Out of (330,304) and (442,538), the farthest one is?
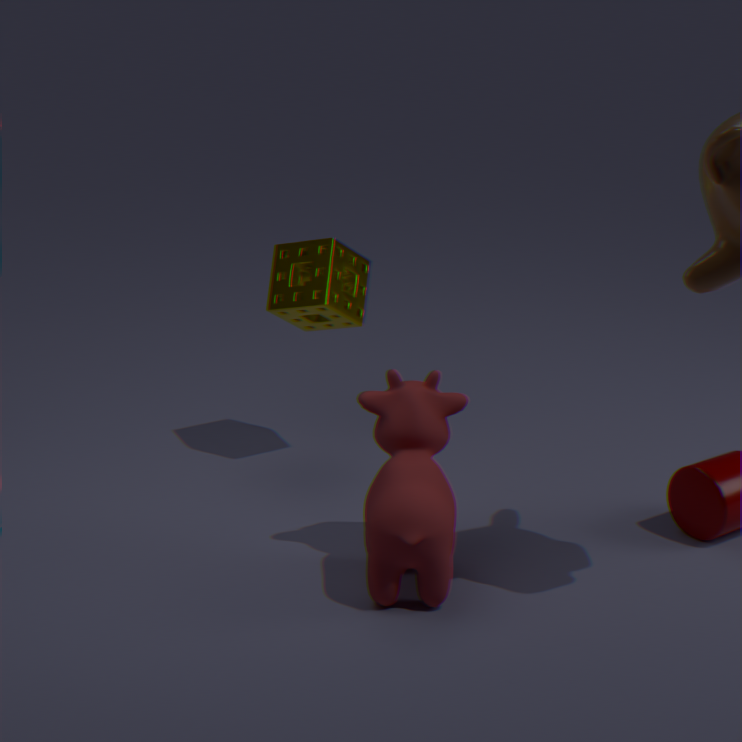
(330,304)
